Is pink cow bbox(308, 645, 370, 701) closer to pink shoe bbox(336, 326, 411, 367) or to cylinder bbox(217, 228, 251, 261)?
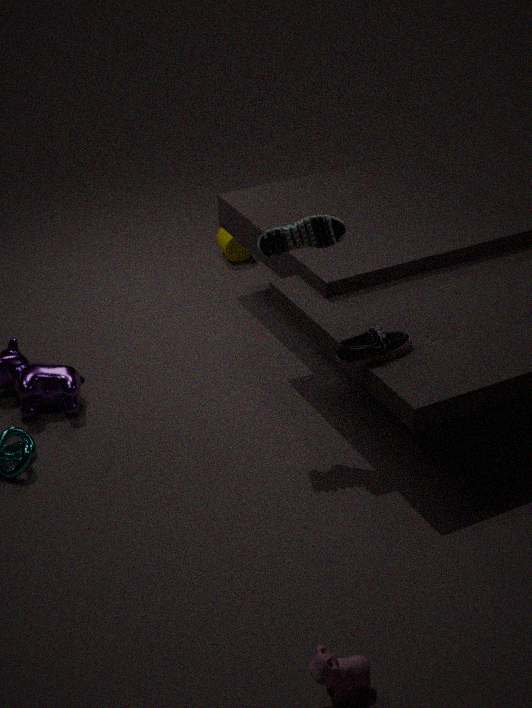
pink shoe bbox(336, 326, 411, 367)
